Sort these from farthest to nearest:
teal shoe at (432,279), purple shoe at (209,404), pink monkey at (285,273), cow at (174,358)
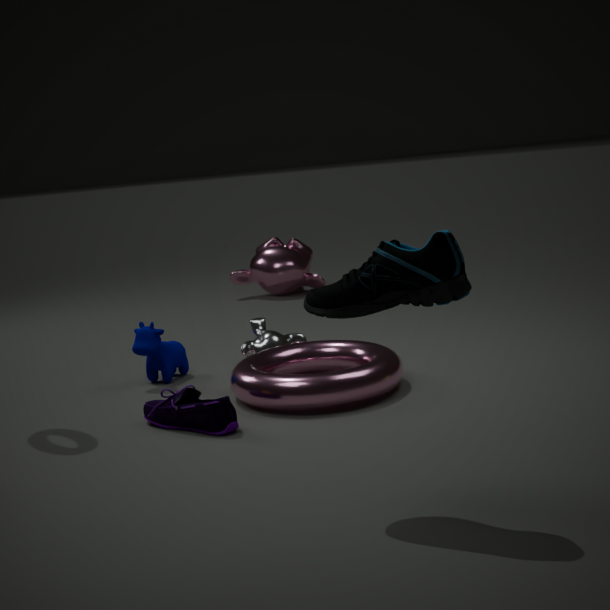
pink monkey at (285,273), cow at (174,358), purple shoe at (209,404), teal shoe at (432,279)
